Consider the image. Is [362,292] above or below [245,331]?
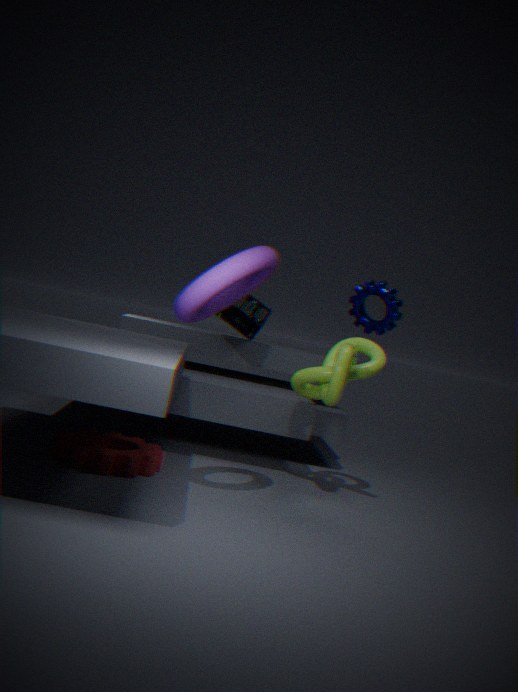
above
